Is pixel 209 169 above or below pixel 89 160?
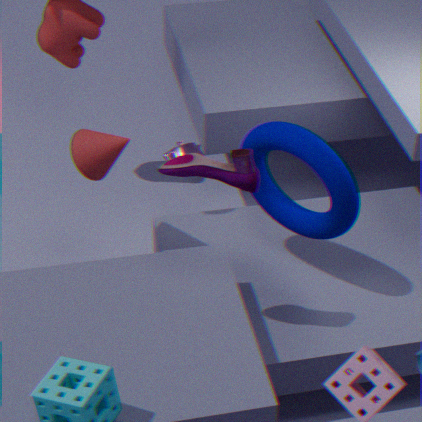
above
